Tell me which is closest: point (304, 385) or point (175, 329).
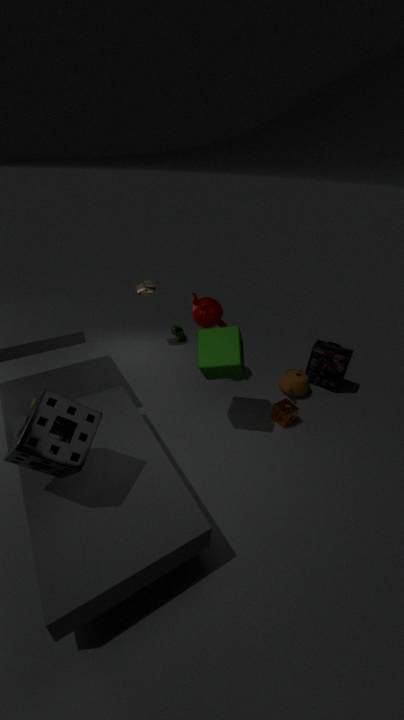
point (304, 385)
